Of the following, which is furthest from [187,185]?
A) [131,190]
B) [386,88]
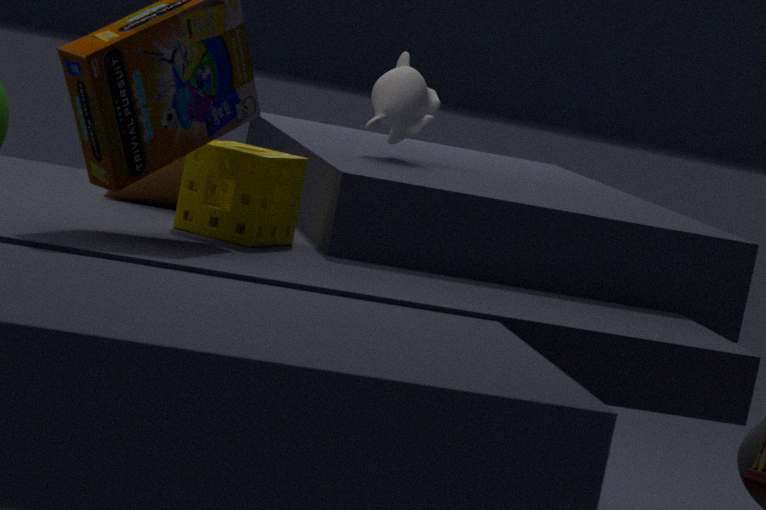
[386,88]
